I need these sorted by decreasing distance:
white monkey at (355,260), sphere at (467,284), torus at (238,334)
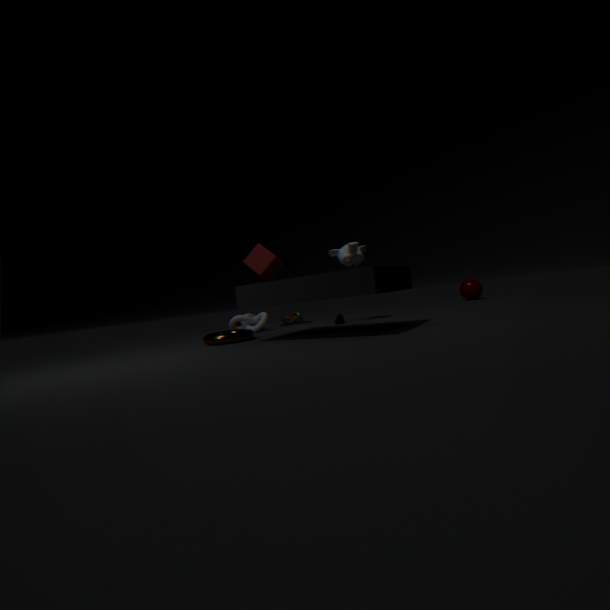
1. sphere at (467,284)
2. white monkey at (355,260)
3. torus at (238,334)
